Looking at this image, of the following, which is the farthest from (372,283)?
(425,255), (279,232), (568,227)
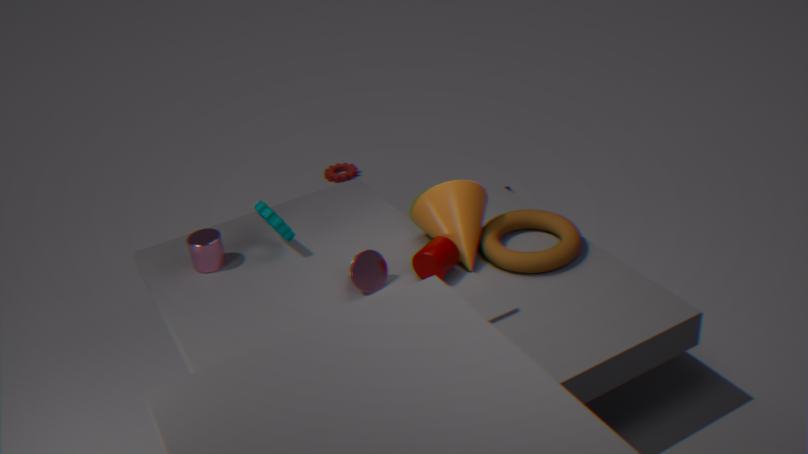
(568,227)
